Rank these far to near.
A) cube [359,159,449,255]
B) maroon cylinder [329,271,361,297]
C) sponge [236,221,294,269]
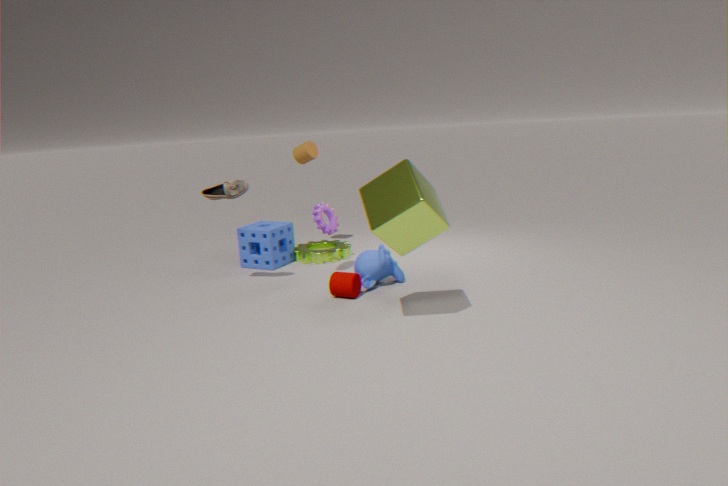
1. sponge [236,221,294,269]
2. maroon cylinder [329,271,361,297]
3. cube [359,159,449,255]
